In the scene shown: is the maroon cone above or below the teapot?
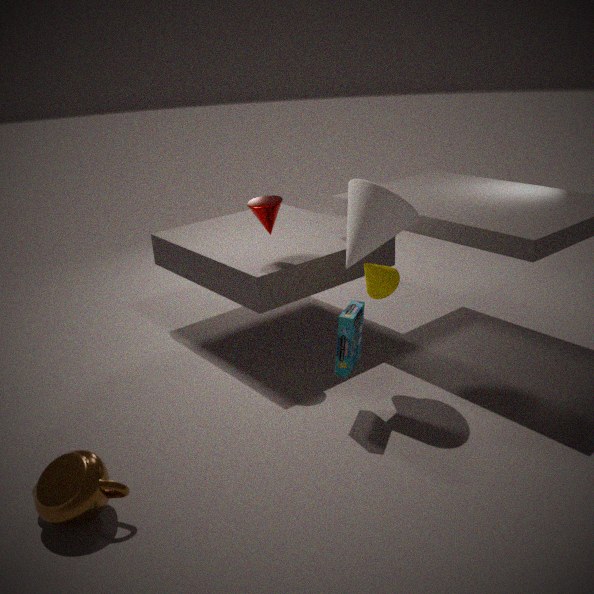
above
